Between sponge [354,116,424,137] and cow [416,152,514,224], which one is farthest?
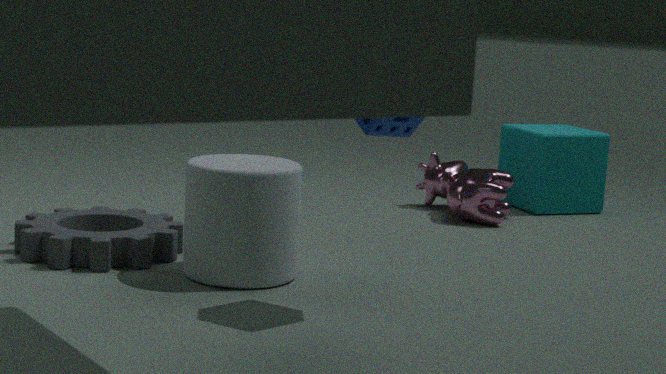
cow [416,152,514,224]
